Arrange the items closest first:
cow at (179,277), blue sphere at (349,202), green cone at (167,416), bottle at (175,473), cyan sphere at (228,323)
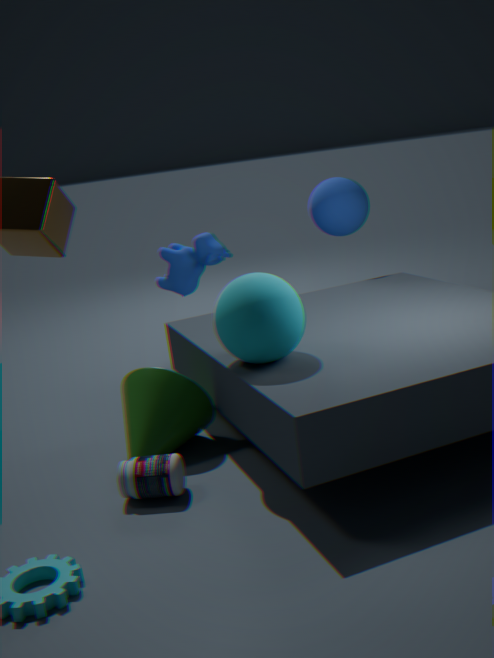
bottle at (175,473)
cyan sphere at (228,323)
green cone at (167,416)
blue sphere at (349,202)
cow at (179,277)
